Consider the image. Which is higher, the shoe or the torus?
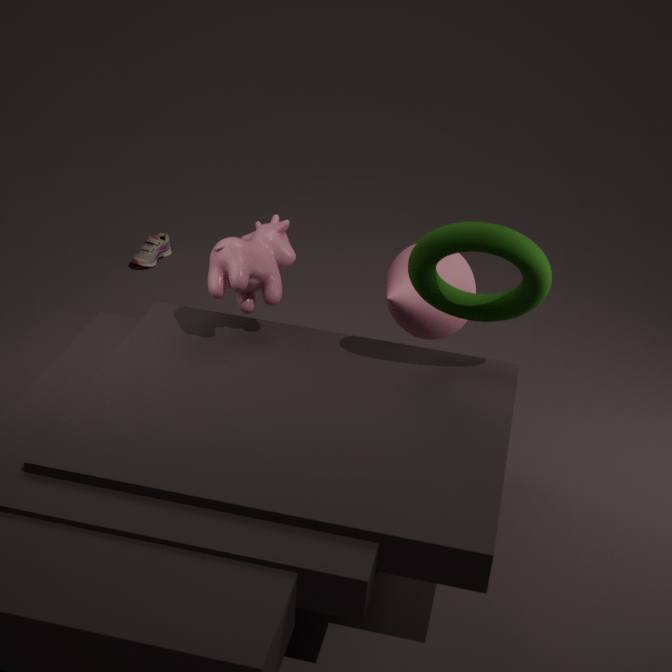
the torus
